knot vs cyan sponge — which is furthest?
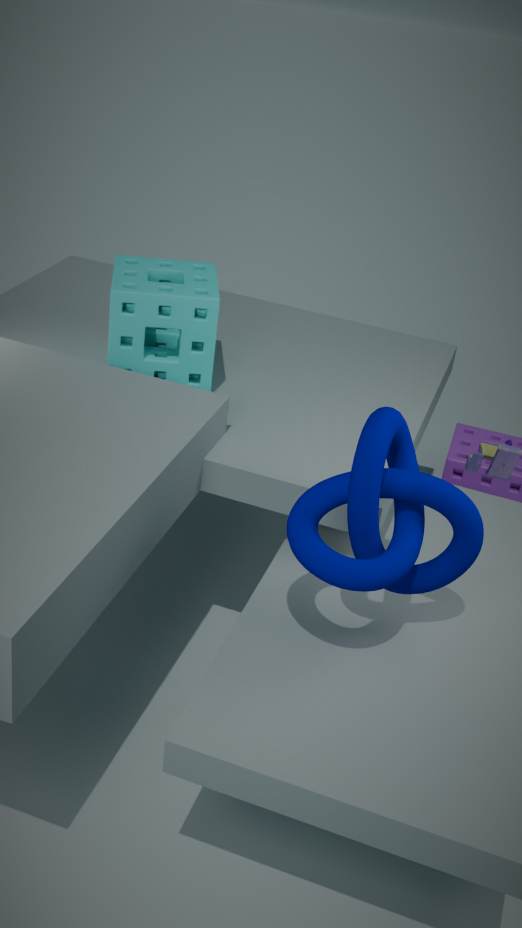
cyan sponge
